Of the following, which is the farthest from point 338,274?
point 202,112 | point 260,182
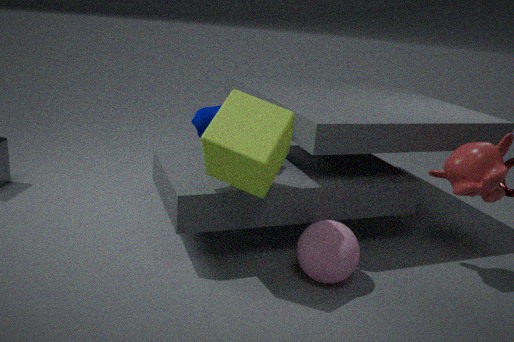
point 202,112
